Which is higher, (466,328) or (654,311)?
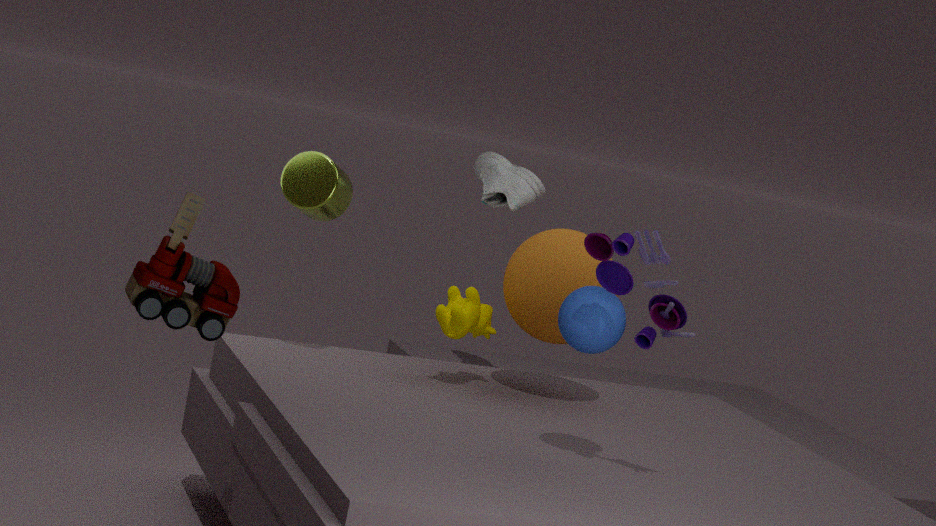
(654,311)
